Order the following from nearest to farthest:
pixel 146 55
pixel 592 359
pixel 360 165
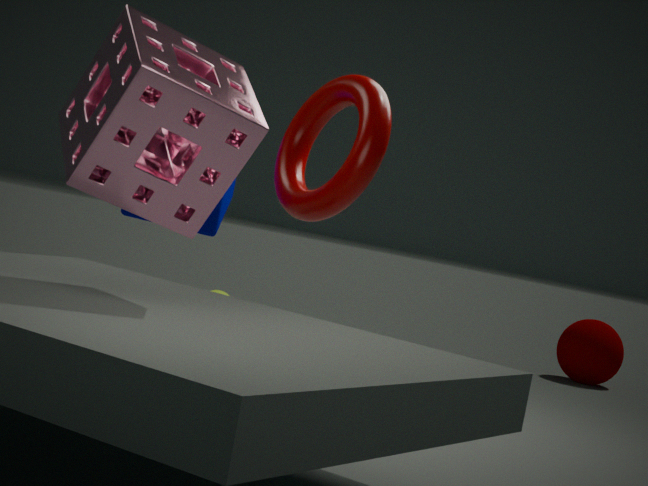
pixel 146 55 → pixel 360 165 → pixel 592 359
